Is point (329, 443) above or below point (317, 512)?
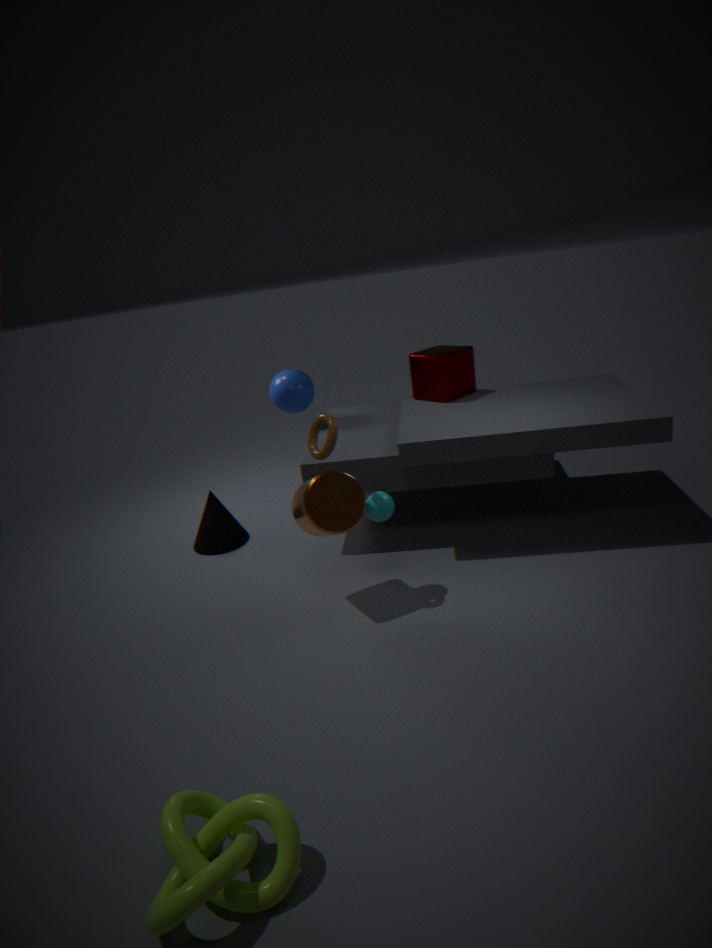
above
